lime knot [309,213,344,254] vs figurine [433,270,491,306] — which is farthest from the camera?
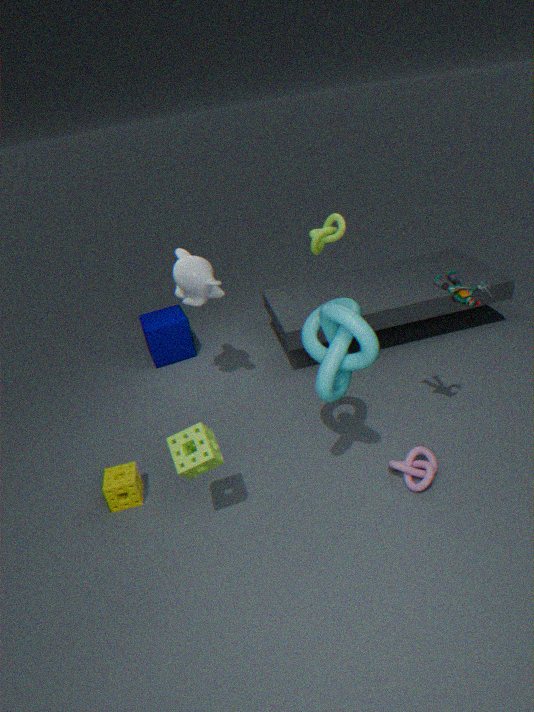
lime knot [309,213,344,254]
